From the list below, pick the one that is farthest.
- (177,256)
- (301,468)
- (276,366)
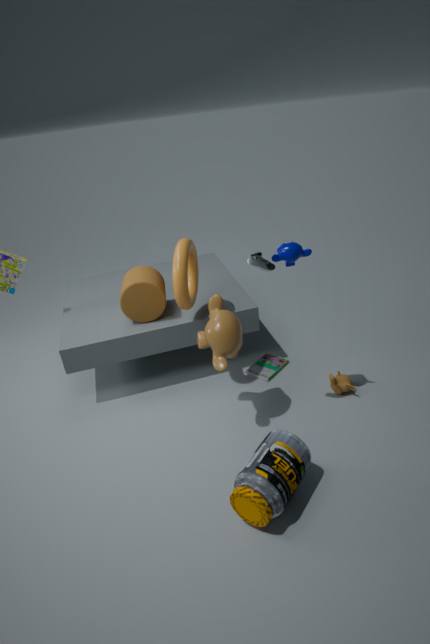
(276,366)
